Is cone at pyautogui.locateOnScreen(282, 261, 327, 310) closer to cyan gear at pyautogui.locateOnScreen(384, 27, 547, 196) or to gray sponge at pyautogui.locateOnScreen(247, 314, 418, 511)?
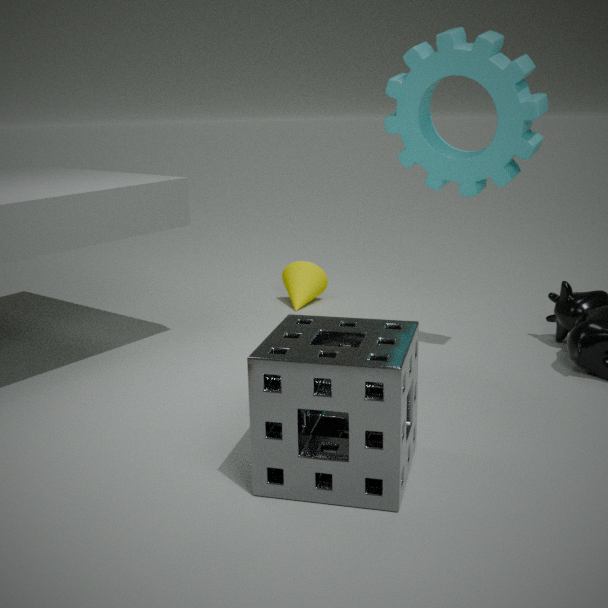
cyan gear at pyautogui.locateOnScreen(384, 27, 547, 196)
